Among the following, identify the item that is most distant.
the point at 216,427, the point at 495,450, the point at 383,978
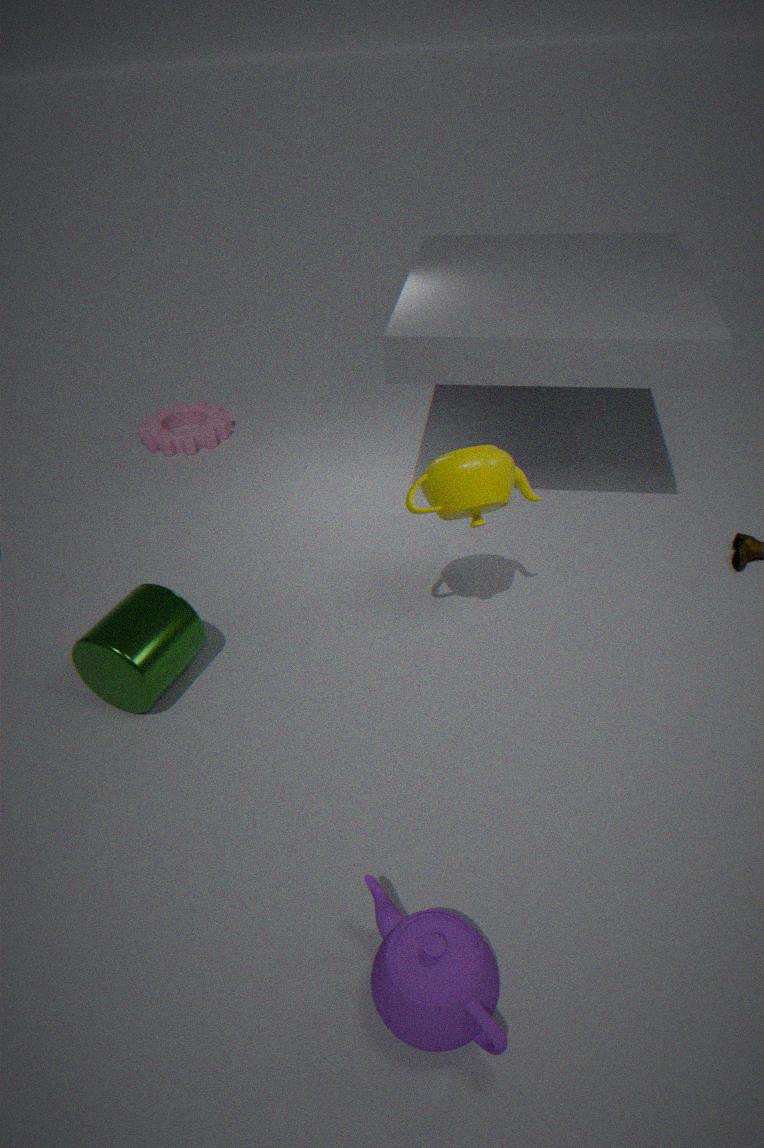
the point at 216,427
